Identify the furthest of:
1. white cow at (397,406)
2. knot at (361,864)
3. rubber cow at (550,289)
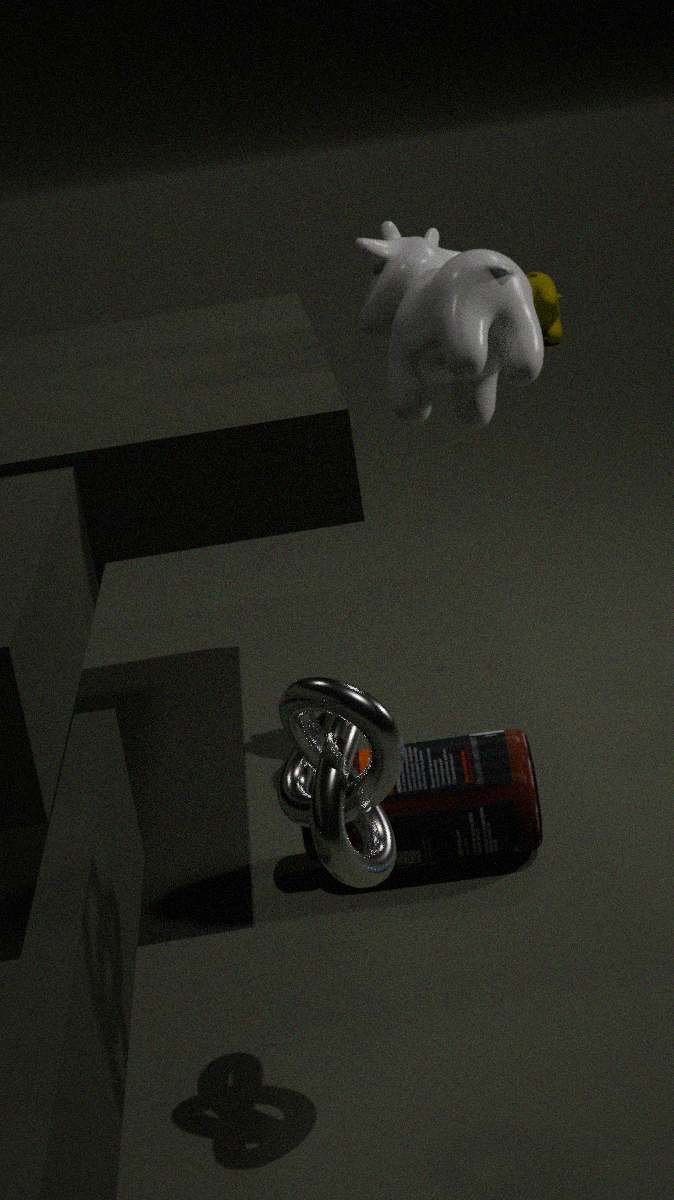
rubber cow at (550,289)
